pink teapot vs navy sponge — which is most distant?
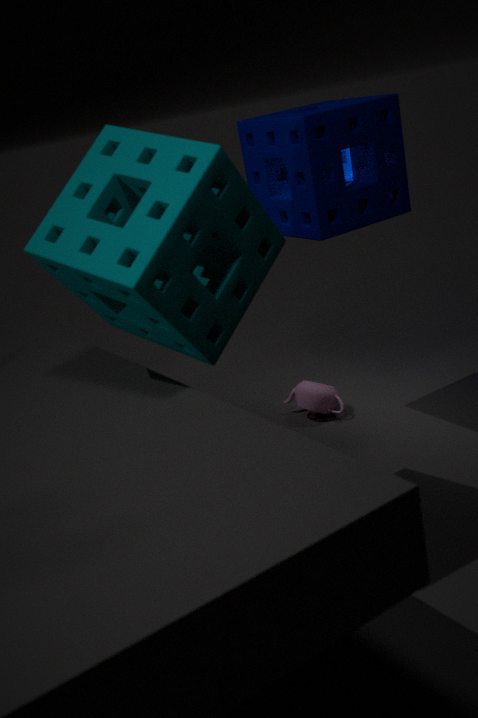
pink teapot
